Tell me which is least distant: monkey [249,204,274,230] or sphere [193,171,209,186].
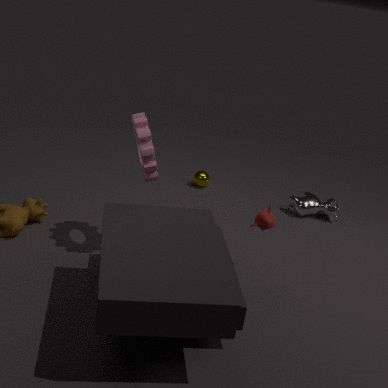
monkey [249,204,274,230]
